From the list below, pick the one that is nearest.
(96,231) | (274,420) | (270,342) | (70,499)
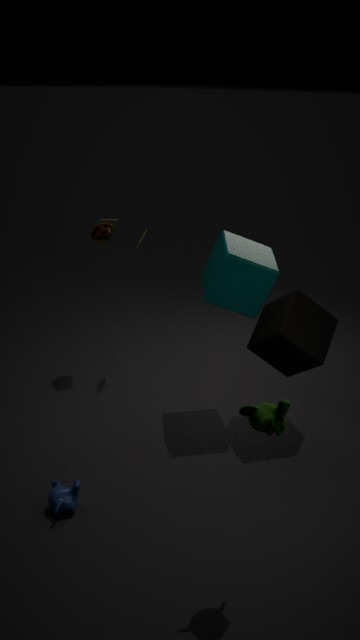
(274,420)
